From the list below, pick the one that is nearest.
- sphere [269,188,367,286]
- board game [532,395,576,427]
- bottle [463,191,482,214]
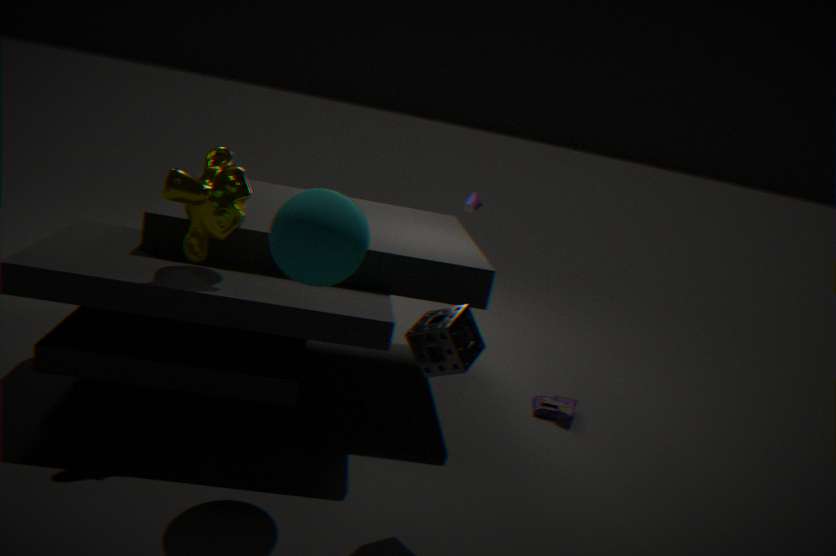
sphere [269,188,367,286]
